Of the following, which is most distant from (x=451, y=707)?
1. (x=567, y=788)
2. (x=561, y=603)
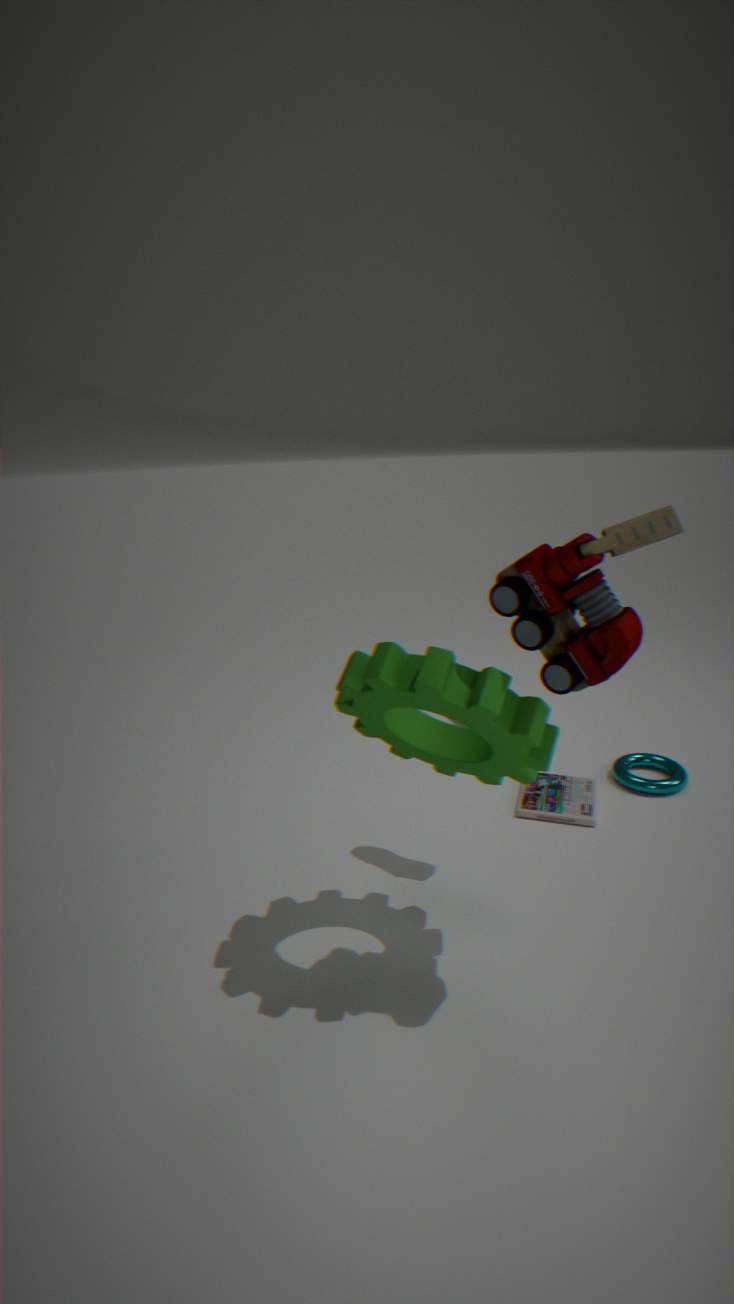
(x=567, y=788)
